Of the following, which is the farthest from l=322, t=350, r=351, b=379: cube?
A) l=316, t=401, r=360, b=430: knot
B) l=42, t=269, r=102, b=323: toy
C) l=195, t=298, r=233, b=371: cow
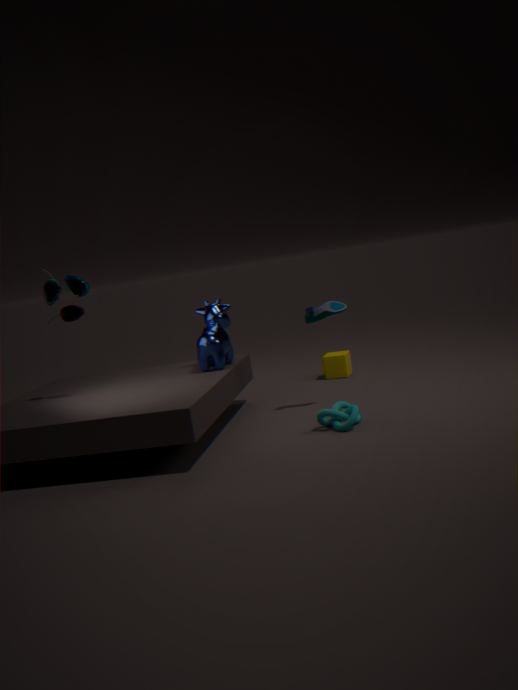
l=42, t=269, r=102, b=323: toy
